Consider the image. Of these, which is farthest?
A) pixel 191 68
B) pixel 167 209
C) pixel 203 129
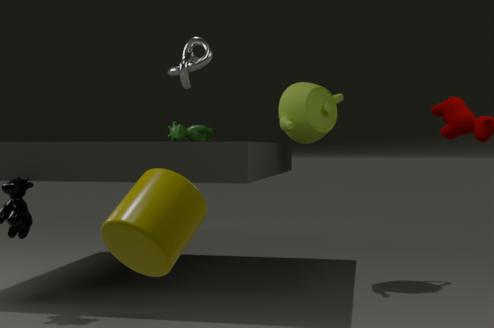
pixel 203 129
